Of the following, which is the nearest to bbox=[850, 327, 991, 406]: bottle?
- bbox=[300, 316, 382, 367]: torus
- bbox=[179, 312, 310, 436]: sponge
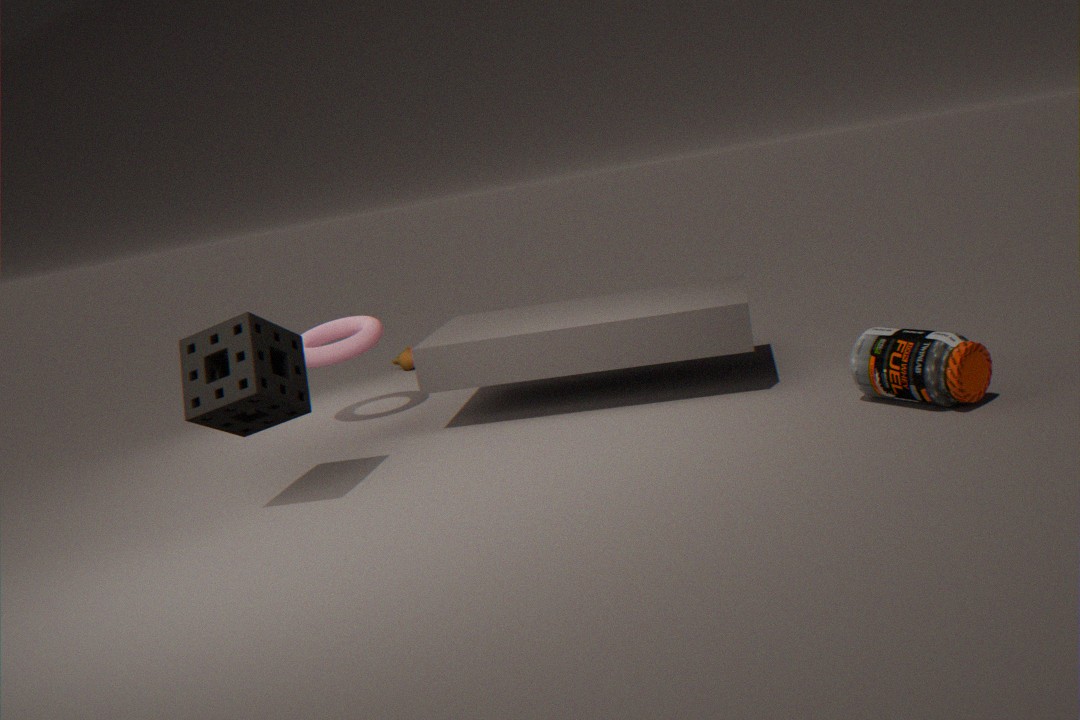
bbox=[179, 312, 310, 436]: sponge
